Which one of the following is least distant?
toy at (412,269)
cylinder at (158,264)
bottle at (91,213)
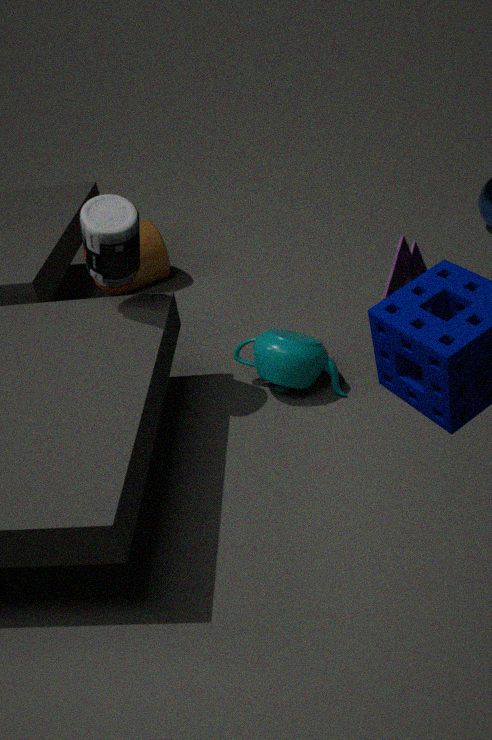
toy at (412,269)
